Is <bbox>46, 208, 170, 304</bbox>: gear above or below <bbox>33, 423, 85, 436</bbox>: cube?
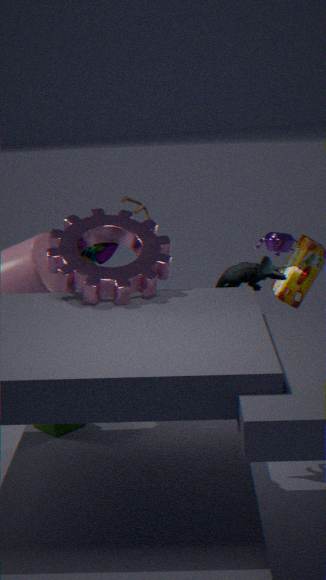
above
